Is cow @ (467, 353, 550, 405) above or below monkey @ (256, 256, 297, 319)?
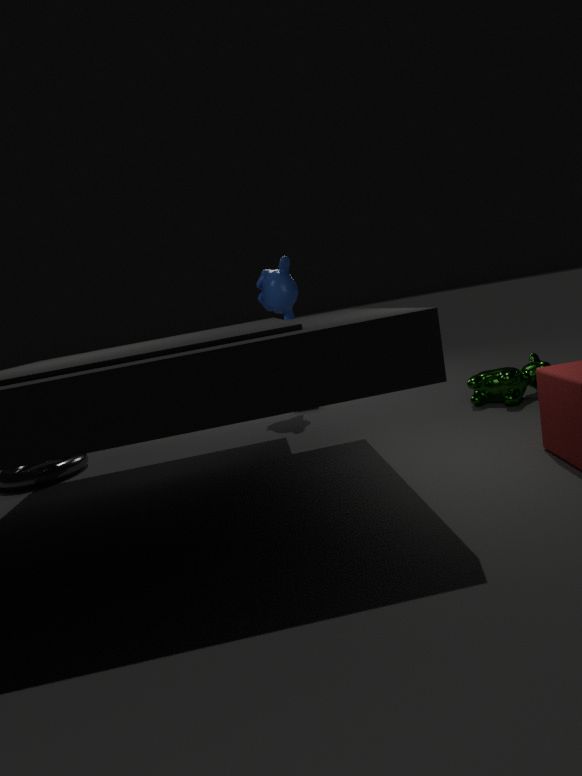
below
